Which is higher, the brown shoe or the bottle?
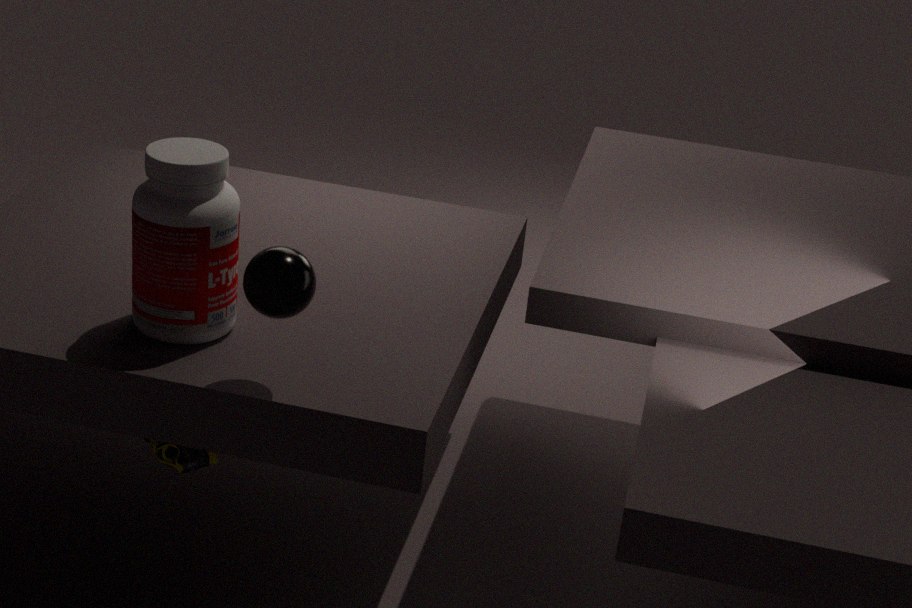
the bottle
